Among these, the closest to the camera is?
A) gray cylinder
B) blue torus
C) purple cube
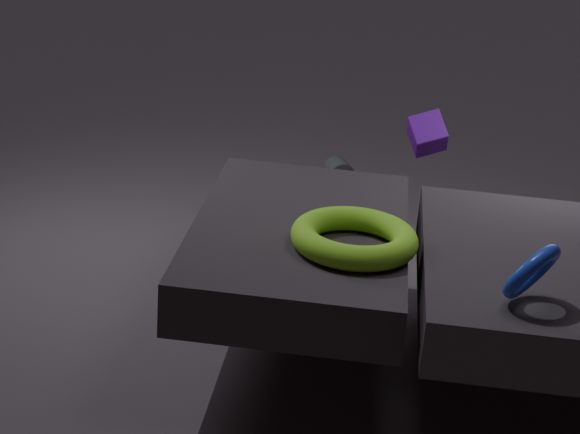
blue torus
